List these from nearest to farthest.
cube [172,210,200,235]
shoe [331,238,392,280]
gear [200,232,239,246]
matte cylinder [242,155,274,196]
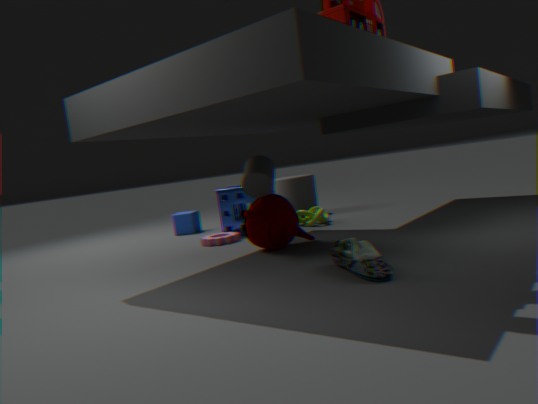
shoe [331,238,392,280] → matte cylinder [242,155,274,196] → gear [200,232,239,246] → cube [172,210,200,235]
